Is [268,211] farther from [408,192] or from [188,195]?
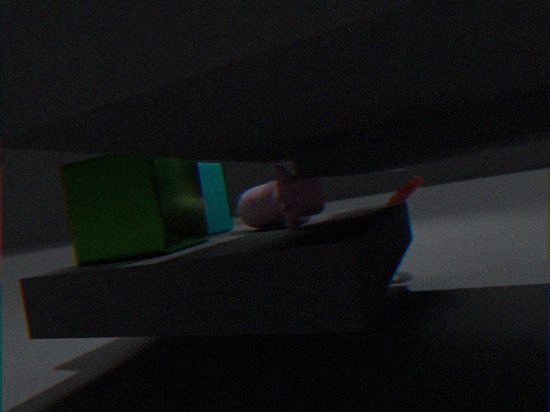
[408,192]
